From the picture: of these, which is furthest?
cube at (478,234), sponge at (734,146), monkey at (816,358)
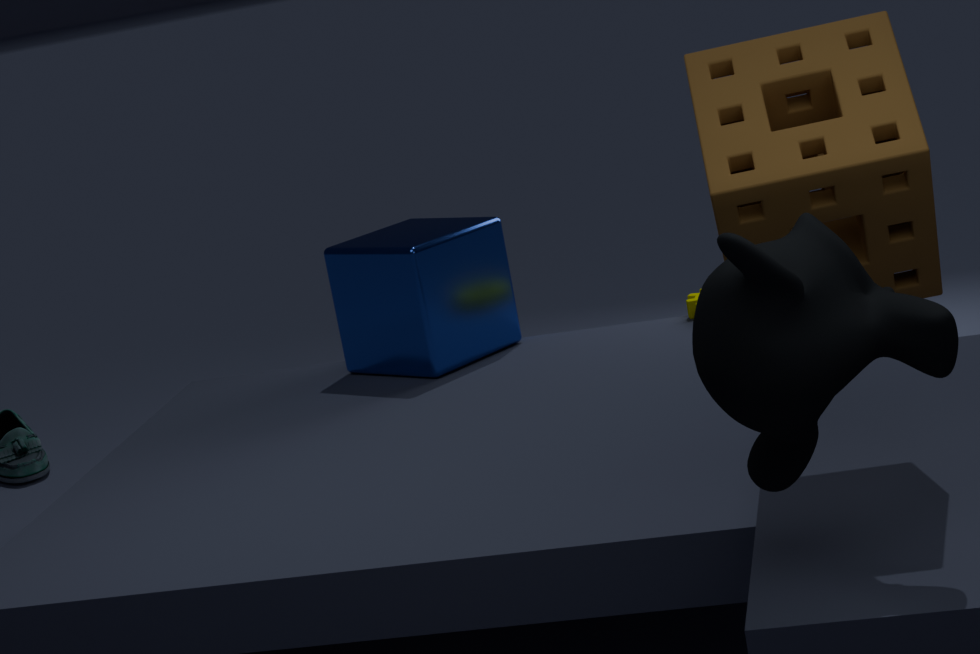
cube at (478,234)
